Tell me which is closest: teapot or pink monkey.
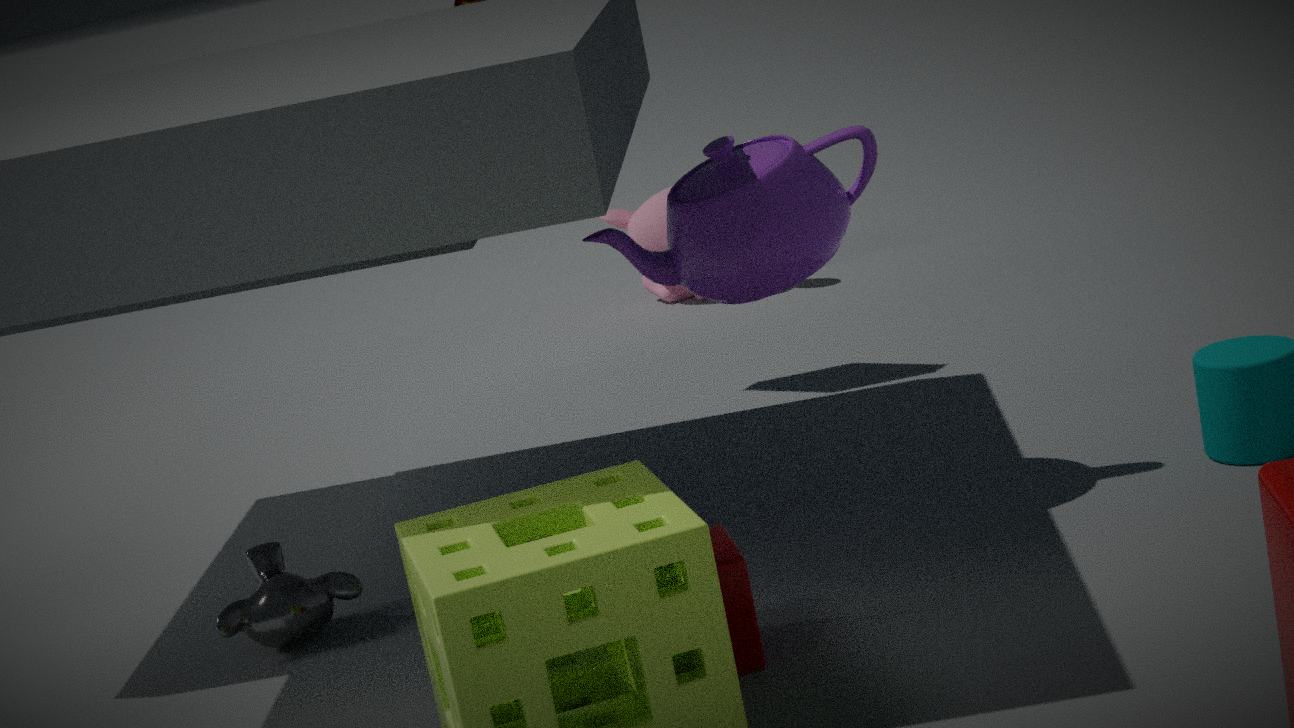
teapot
